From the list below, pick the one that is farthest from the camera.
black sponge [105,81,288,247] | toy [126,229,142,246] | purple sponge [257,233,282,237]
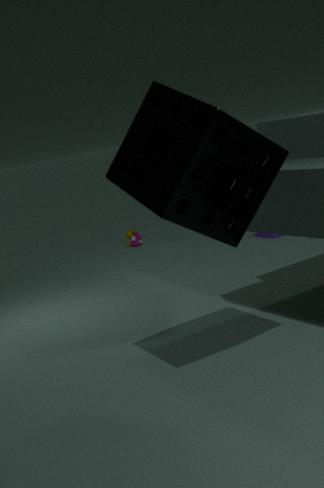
Result: toy [126,229,142,246]
